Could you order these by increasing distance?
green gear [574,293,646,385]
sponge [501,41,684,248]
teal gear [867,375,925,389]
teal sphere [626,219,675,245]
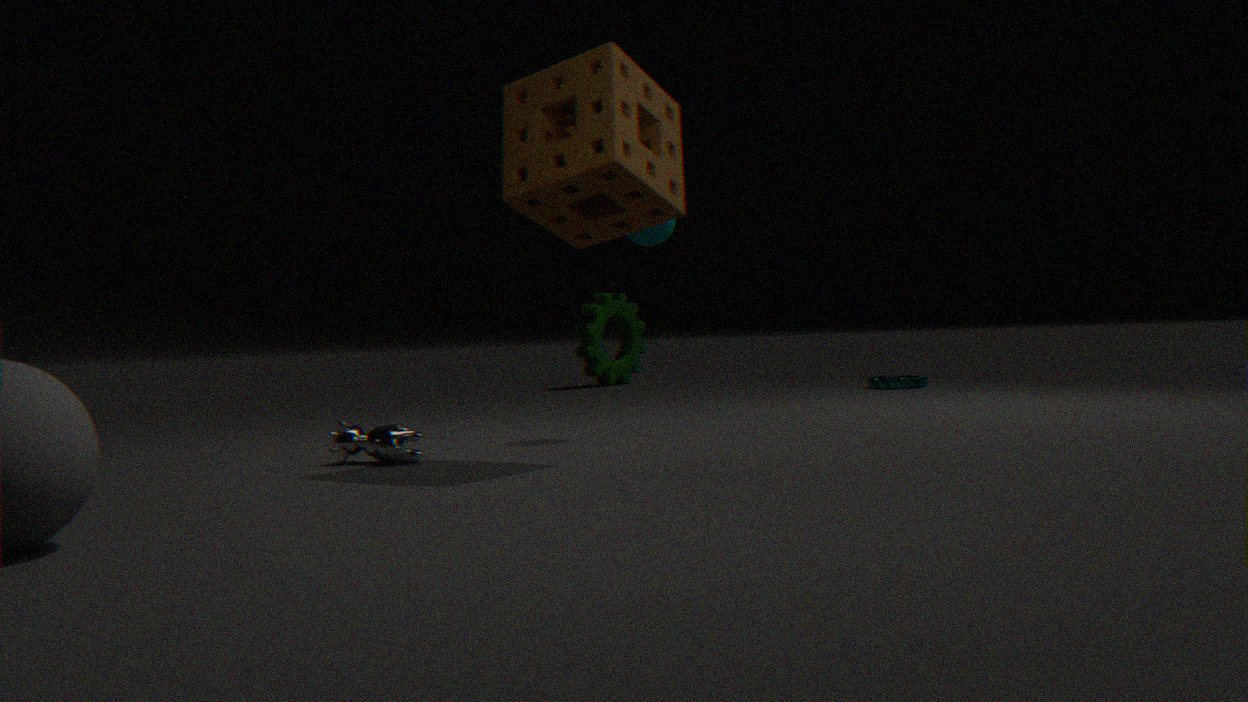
sponge [501,41,684,248]
teal sphere [626,219,675,245]
teal gear [867,375,925,389]
green gear [574,293,646,385]
